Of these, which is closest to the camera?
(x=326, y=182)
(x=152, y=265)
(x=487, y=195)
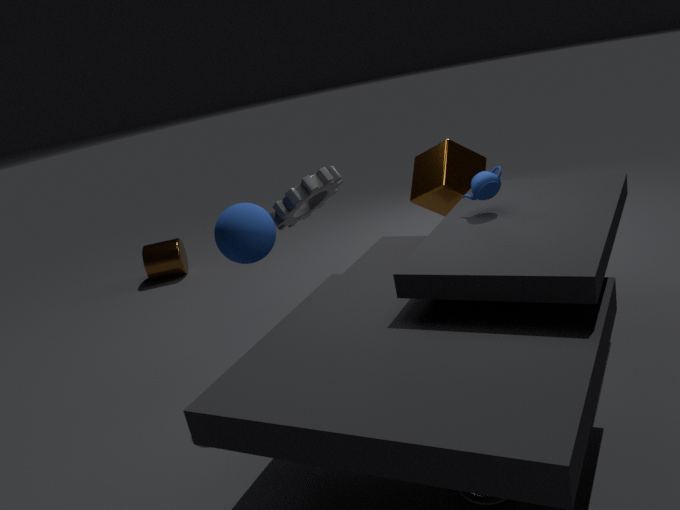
(x=487, y=195)
